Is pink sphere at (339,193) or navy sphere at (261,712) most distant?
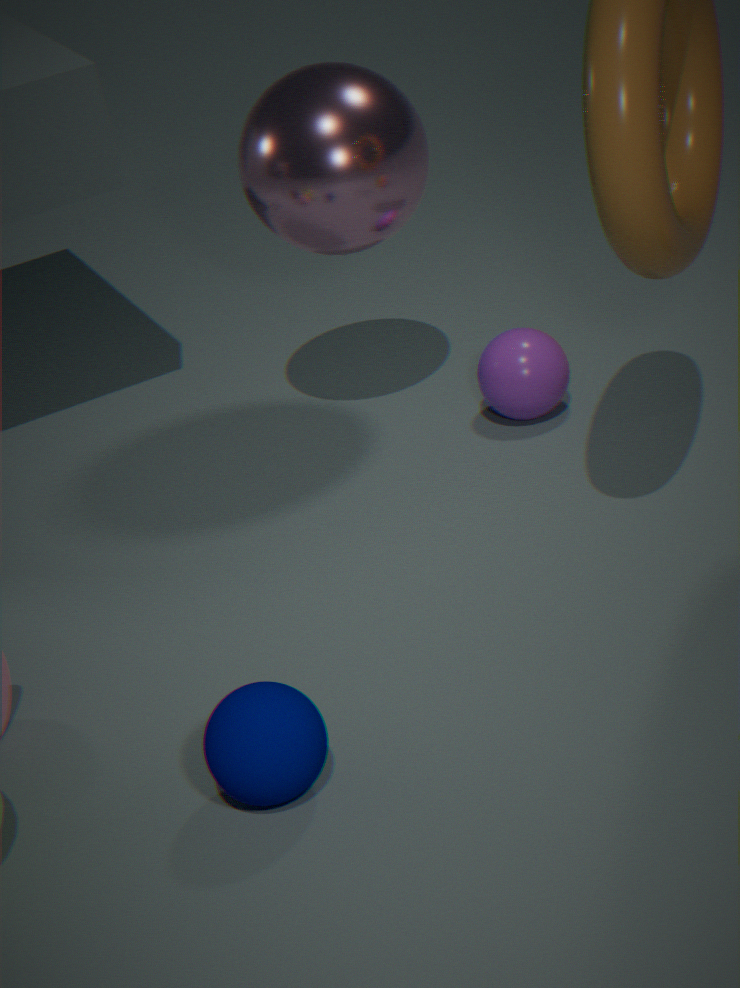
pink sphere at (339,193)
